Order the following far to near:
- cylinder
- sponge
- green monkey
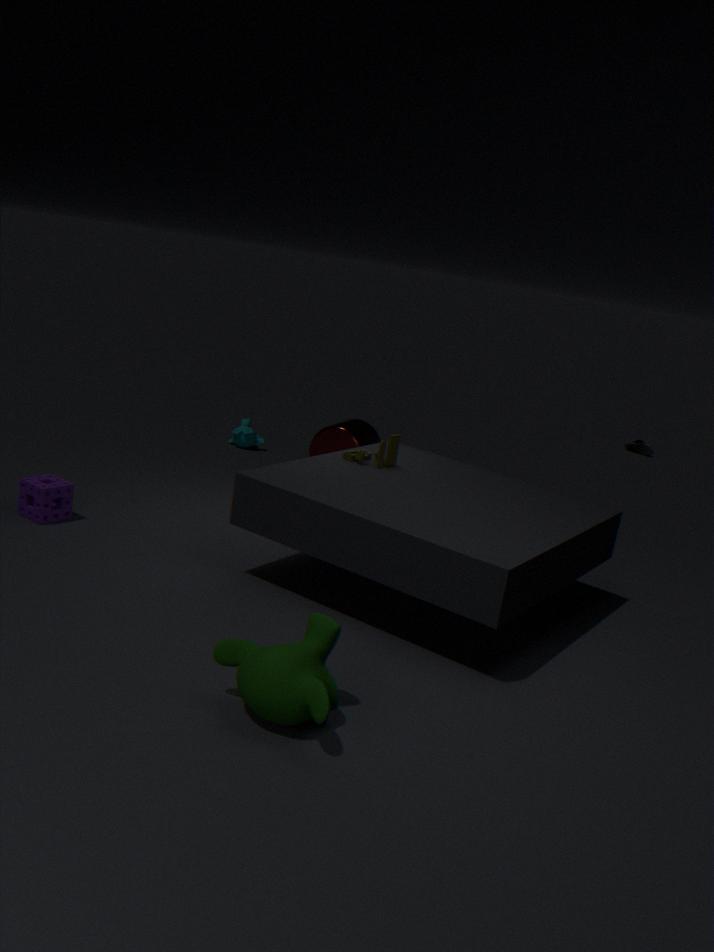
cylinder < sponge < green monkey
